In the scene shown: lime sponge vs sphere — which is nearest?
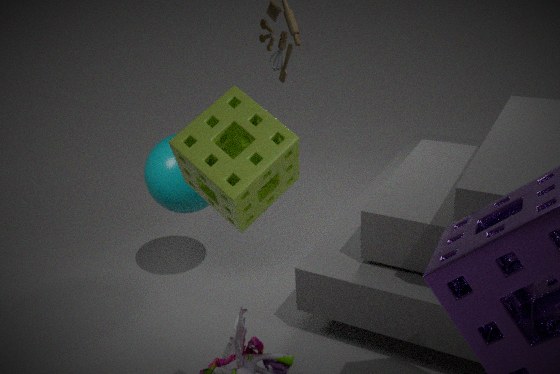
lime sponge
